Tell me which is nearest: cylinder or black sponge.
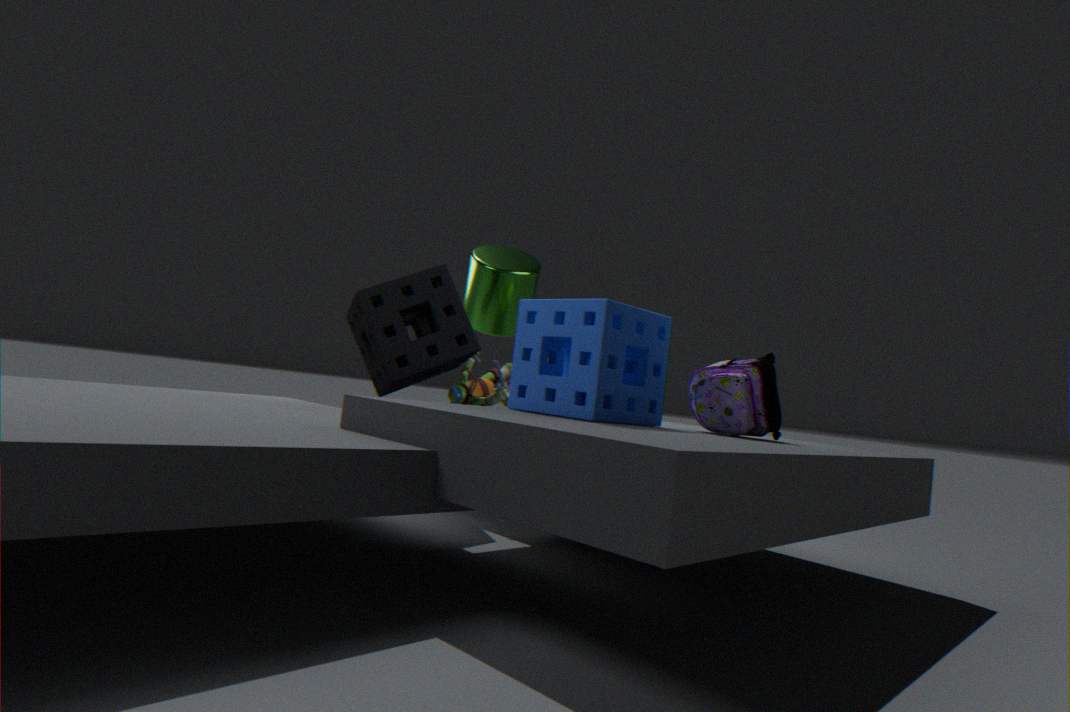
black sponge
